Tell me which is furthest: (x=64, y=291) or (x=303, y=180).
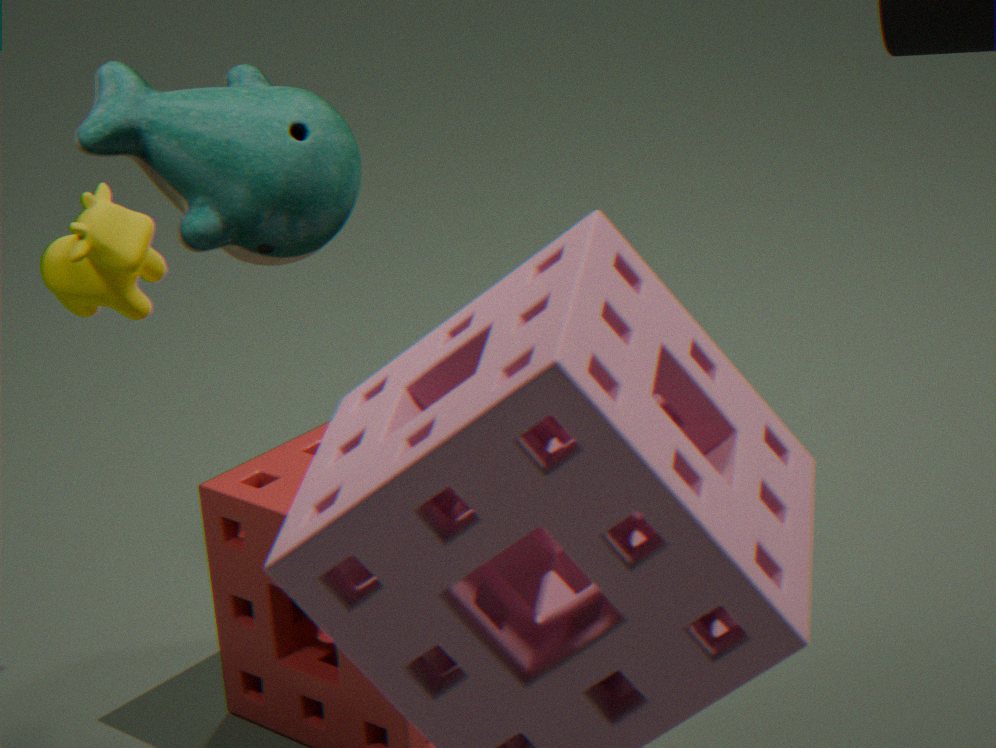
(x=64, y=291)
